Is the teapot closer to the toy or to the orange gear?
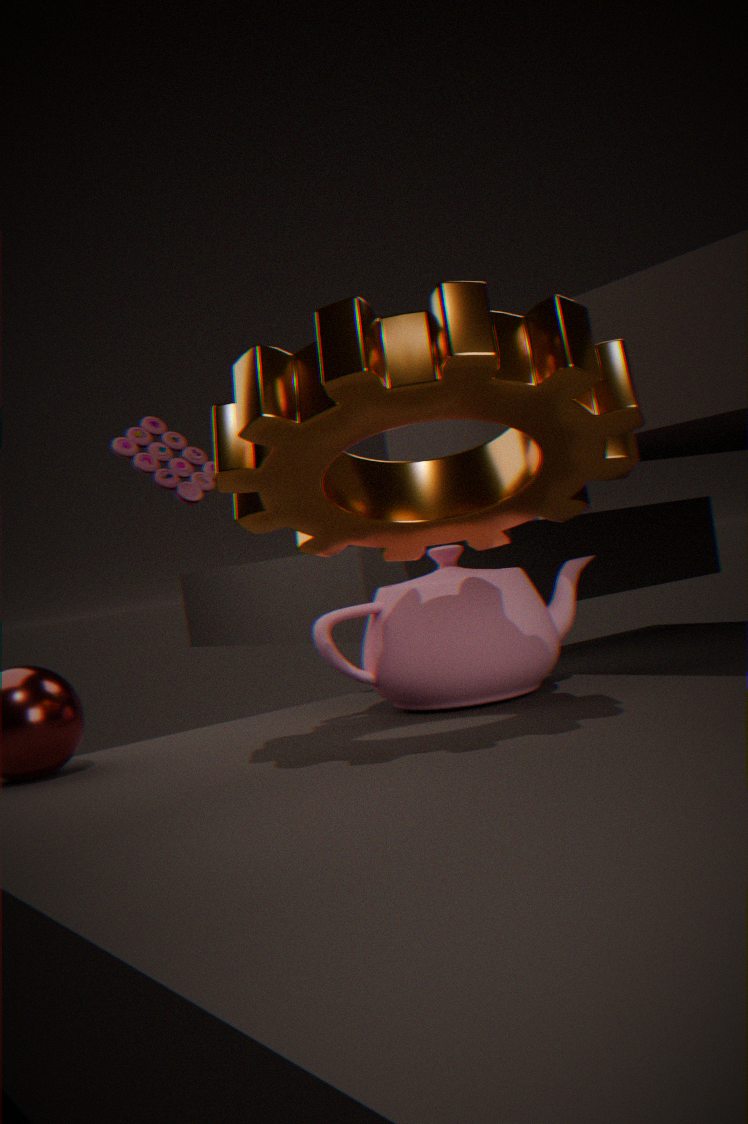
the orange gear
